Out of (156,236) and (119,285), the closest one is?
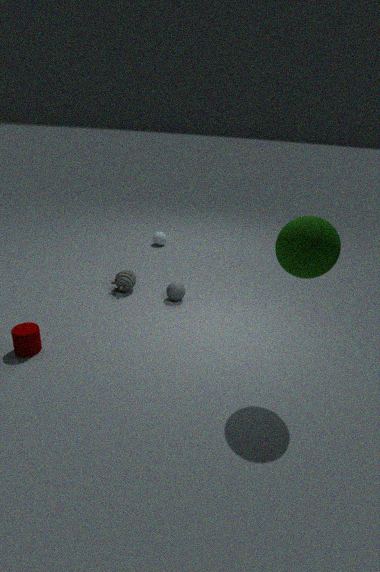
(119,285)
